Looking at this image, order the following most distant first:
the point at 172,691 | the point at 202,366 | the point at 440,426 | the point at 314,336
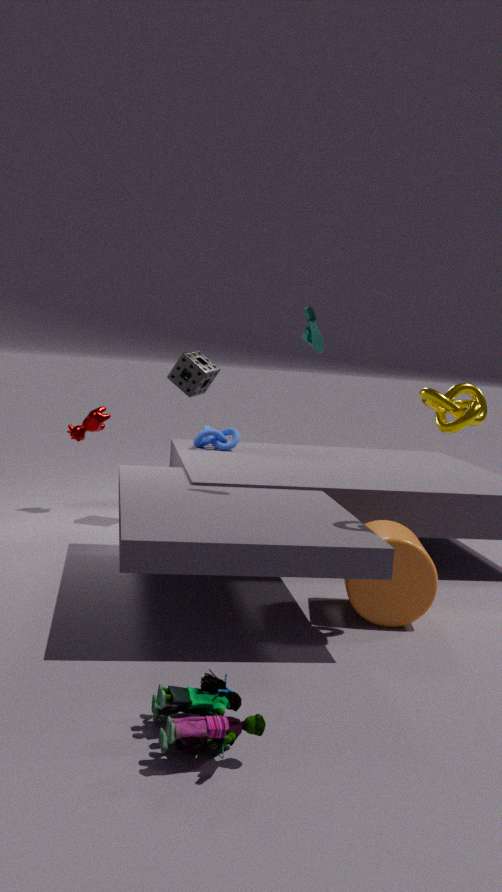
1. the point at 202,366
2. the point at 314,336
3. the point at 440,426
4. the point at 172,691
